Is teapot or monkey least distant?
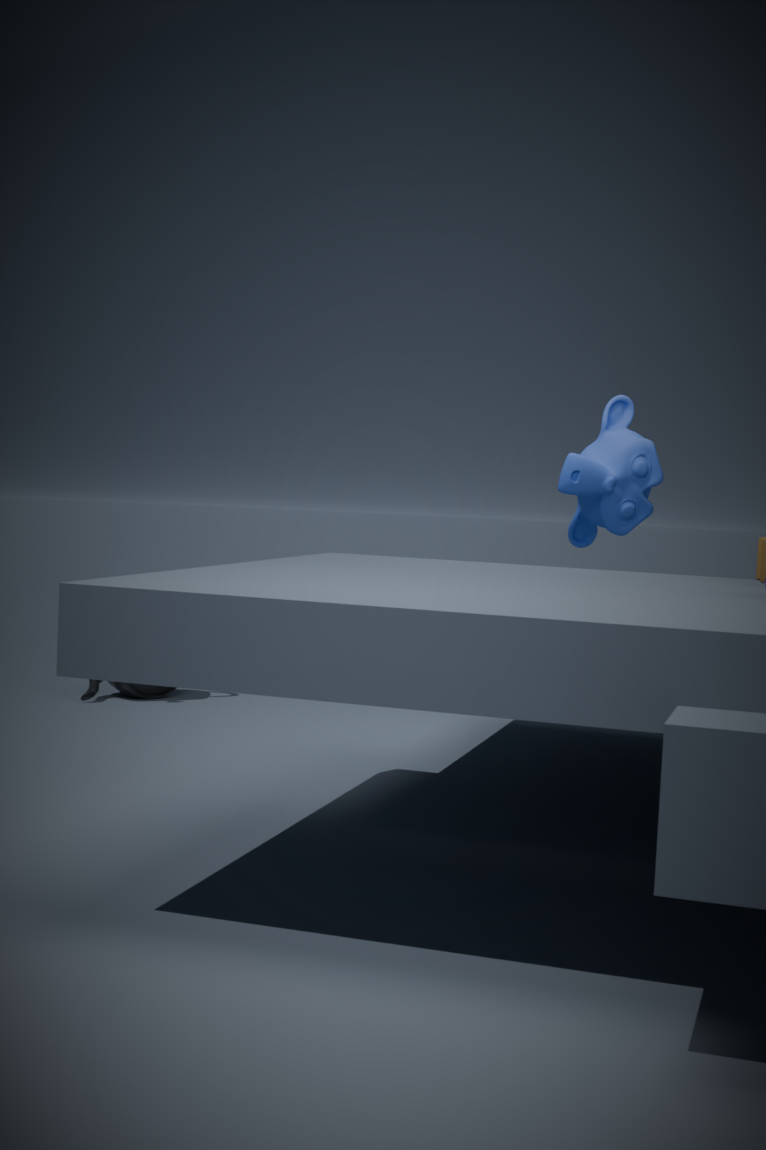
monkey
